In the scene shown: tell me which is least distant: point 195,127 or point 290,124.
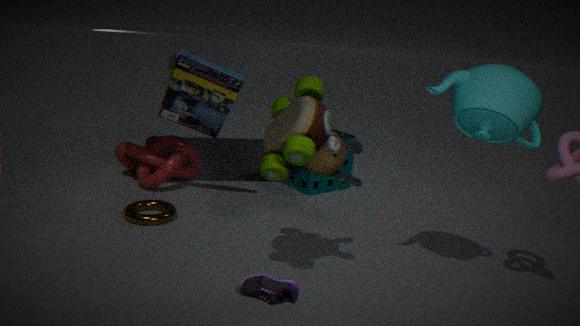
point 290,124
